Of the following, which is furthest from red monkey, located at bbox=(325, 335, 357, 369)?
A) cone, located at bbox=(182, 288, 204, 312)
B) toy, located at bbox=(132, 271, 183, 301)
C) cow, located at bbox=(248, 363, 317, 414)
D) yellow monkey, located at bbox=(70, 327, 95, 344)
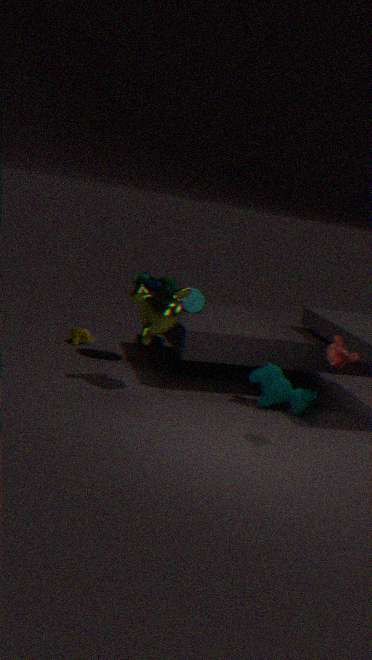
yellow monkey, located at bbox=(70, 327, 95, 344)
